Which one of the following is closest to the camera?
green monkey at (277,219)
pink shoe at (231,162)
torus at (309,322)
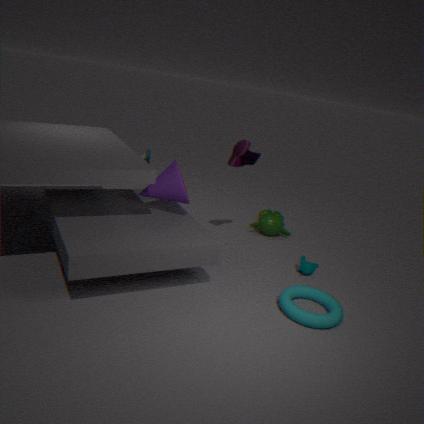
torus at (309,322)
